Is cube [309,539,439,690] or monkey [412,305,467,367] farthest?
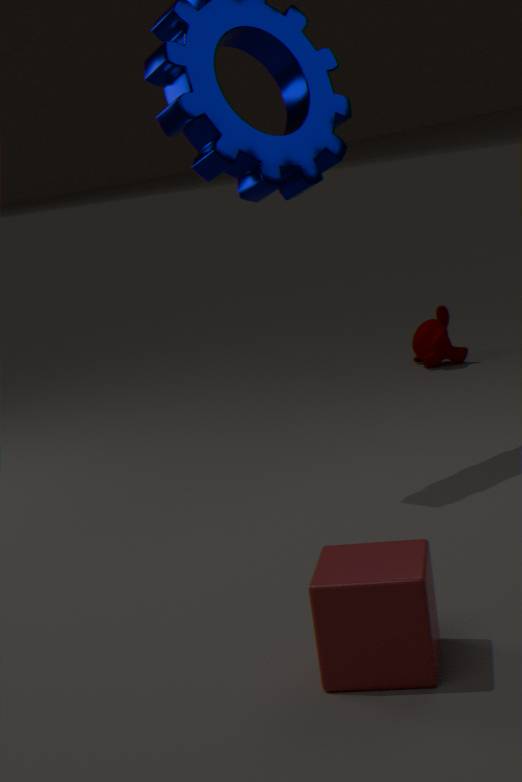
monkey [412,305,467,367]
